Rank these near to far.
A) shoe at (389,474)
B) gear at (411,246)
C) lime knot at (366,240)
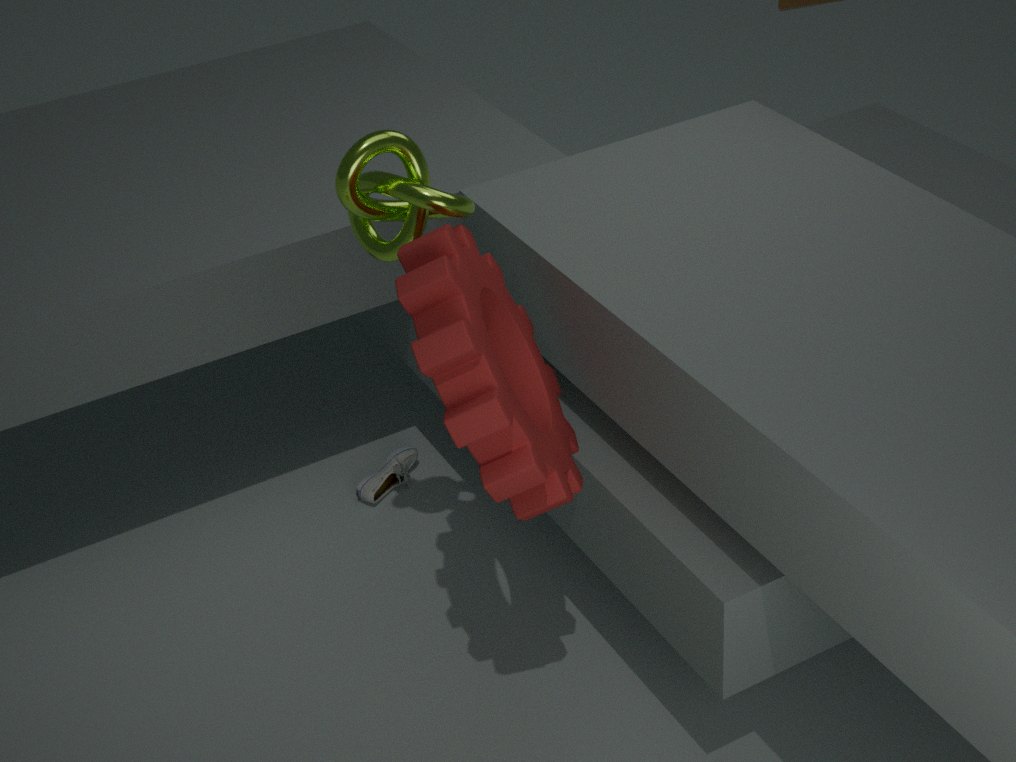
gear at (411,246) → lime knot at (366,240) → shoe at (389,474)
